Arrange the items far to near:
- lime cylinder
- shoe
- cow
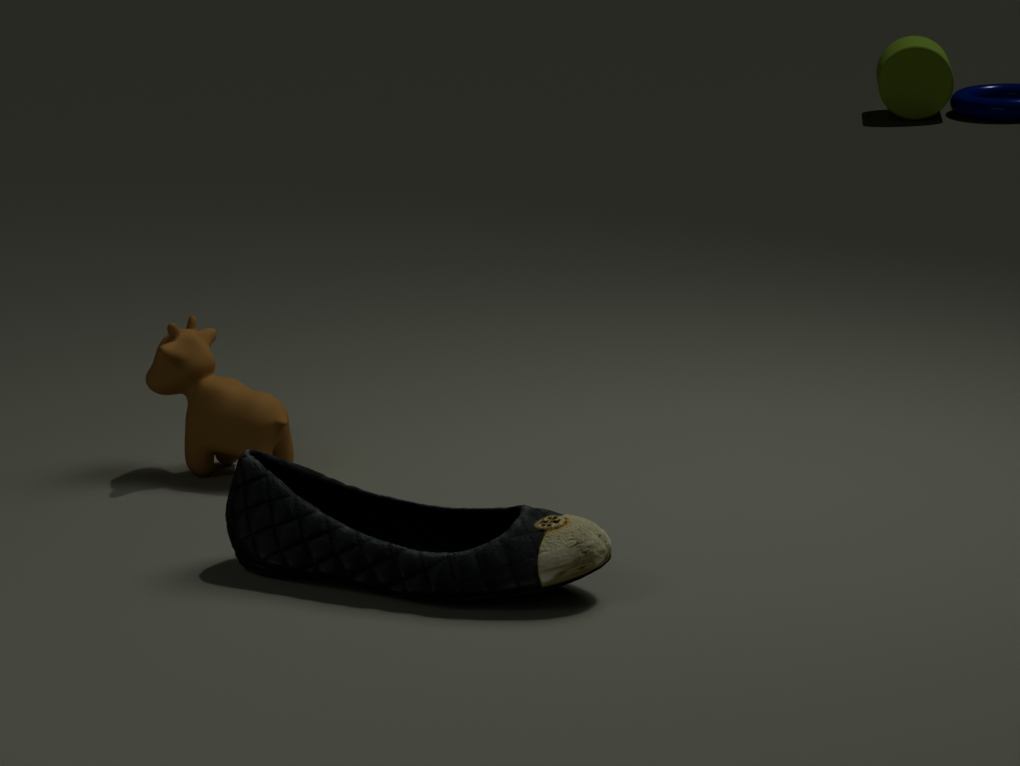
1. lime cylinder
2. cow
3. shoe
